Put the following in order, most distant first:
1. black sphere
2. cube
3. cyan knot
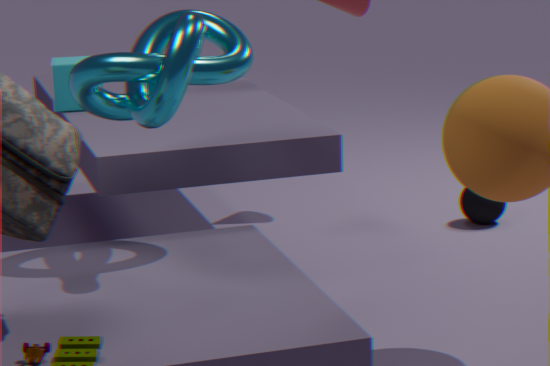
black sphere, cube, cyan knot
